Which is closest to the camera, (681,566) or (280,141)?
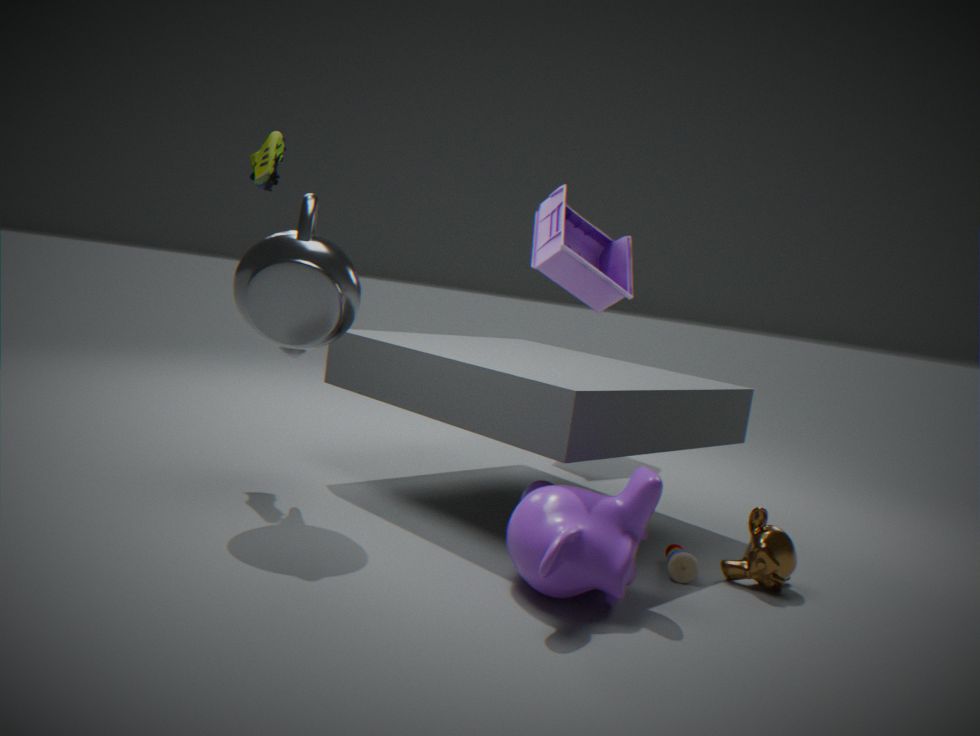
(681,566)
